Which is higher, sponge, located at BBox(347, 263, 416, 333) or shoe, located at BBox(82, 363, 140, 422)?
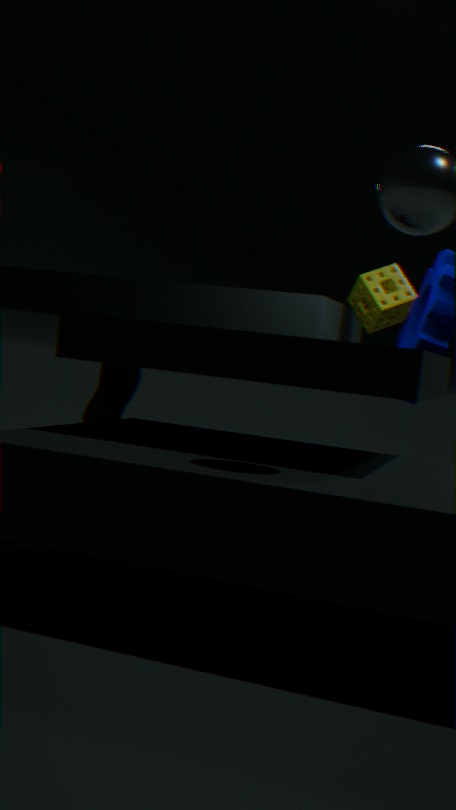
sponge, located at BBox(347, 263, 416, 333)
